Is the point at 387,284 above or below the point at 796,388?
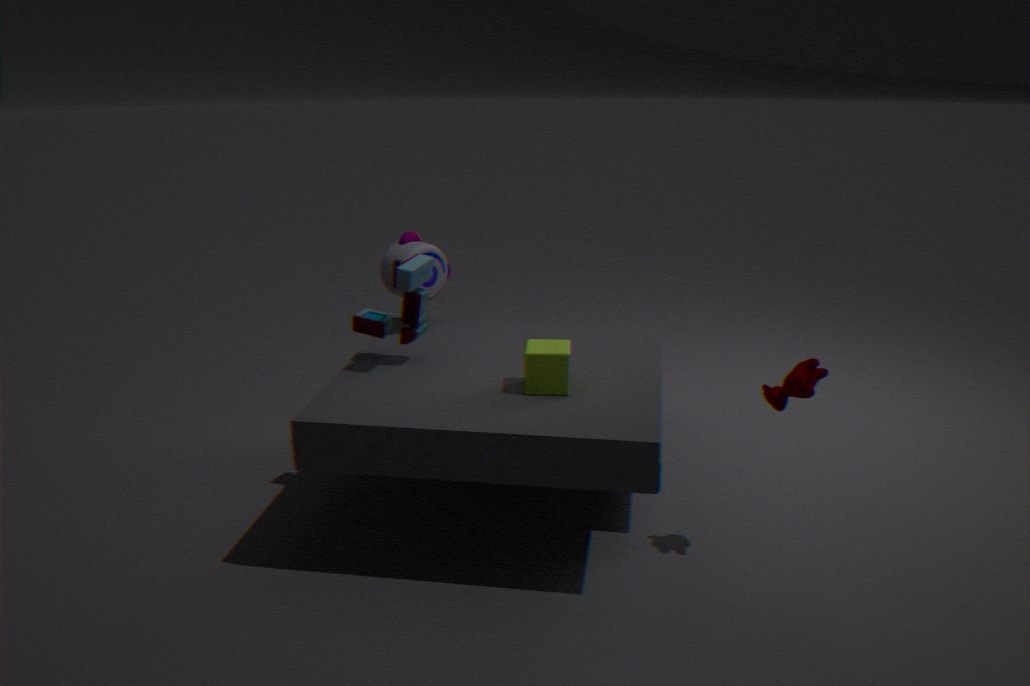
above
